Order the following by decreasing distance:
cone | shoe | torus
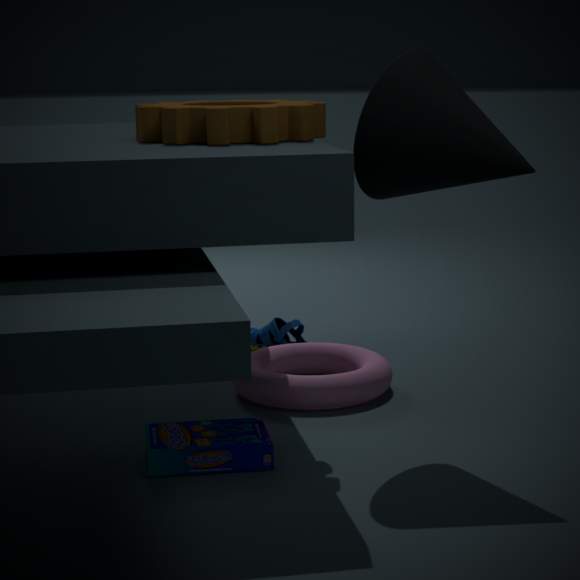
shoe < torus < cone
